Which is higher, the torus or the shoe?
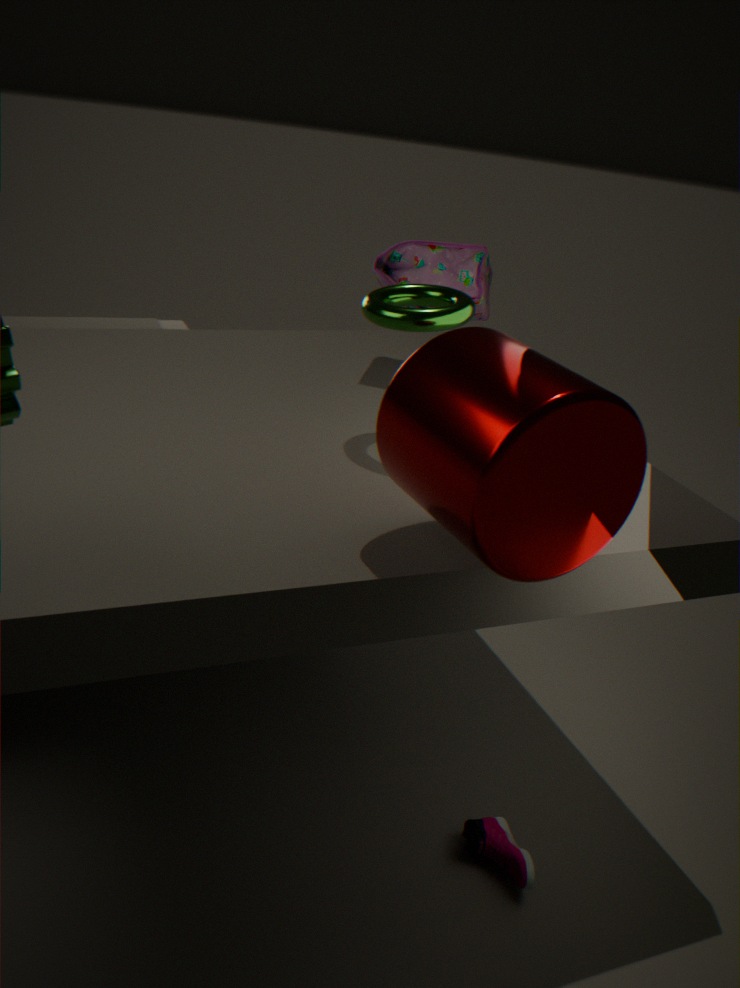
the torus
